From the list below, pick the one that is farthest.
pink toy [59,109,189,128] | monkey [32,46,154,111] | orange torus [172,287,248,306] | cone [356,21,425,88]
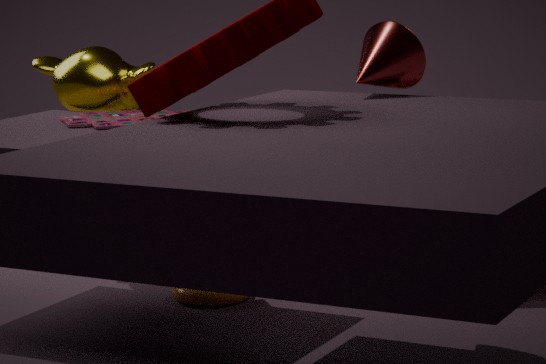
monkey [32,46,154,111]
